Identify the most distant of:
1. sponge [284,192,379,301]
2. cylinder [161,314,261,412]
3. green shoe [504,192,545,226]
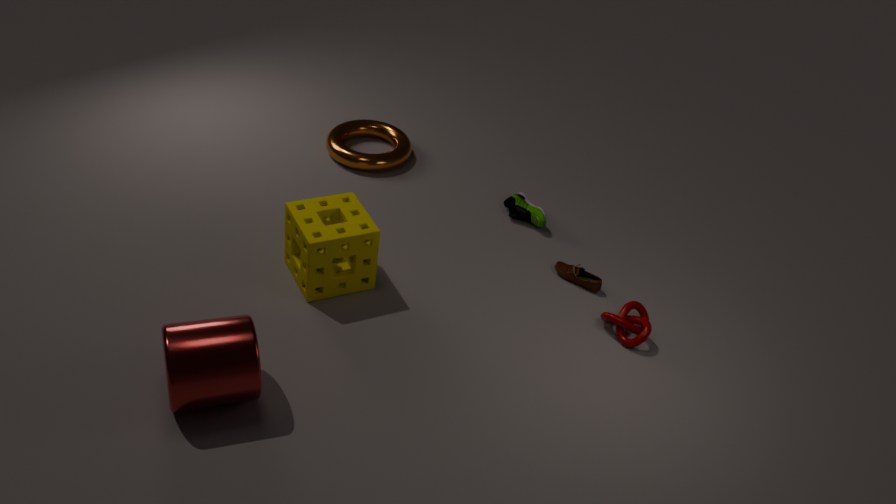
green shoe [504,192,545,226]
